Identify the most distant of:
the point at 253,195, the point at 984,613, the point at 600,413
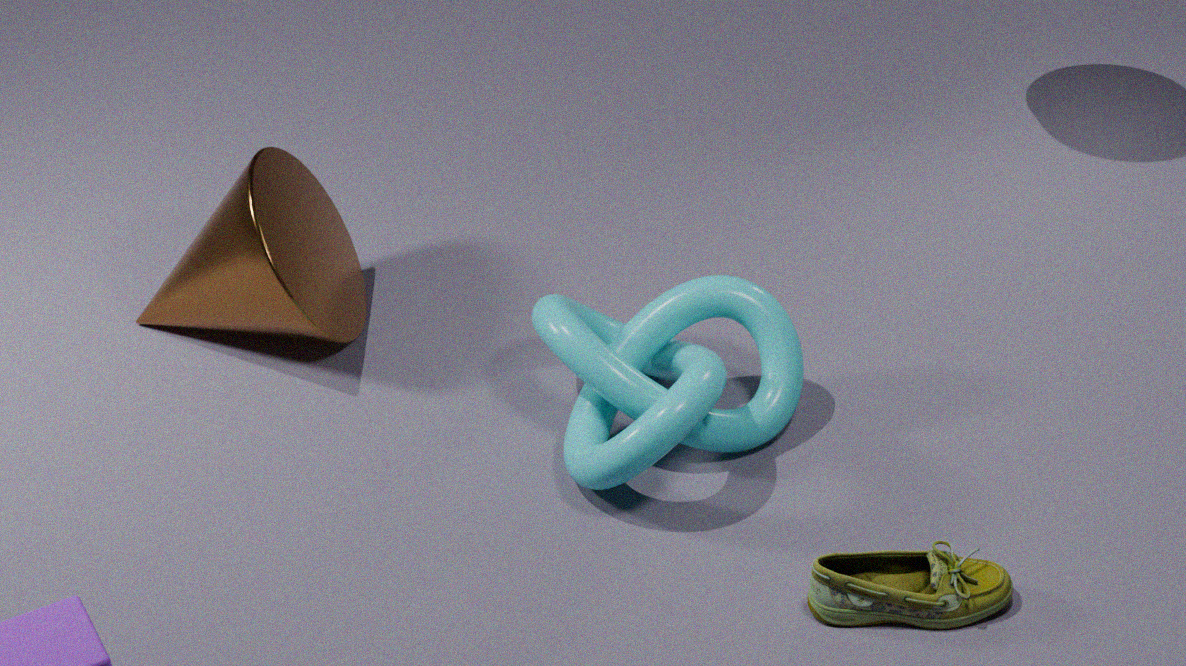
the point at 253,195
